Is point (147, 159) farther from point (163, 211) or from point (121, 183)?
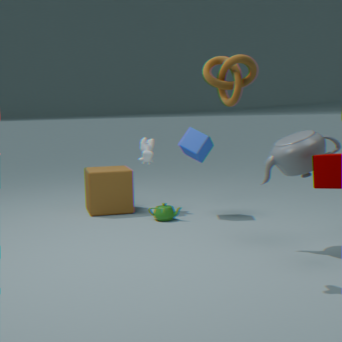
point (163, 211)
